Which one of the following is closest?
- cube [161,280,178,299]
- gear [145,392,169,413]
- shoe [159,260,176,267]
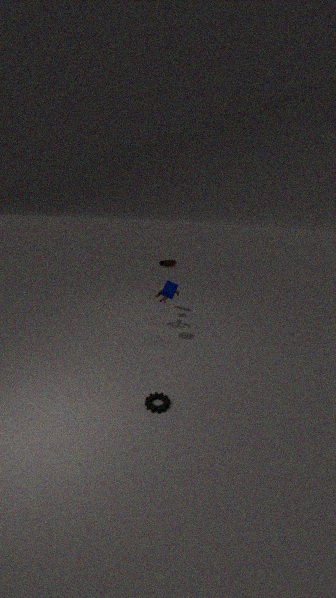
gear [145,392,169,413]
